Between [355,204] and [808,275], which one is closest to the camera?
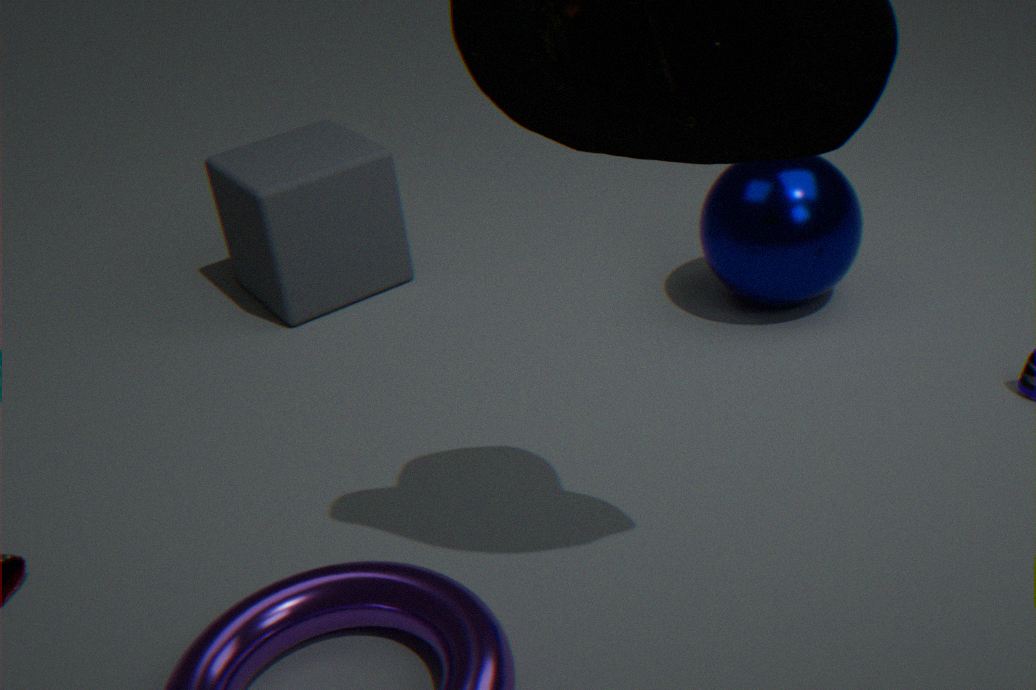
[808,275]
